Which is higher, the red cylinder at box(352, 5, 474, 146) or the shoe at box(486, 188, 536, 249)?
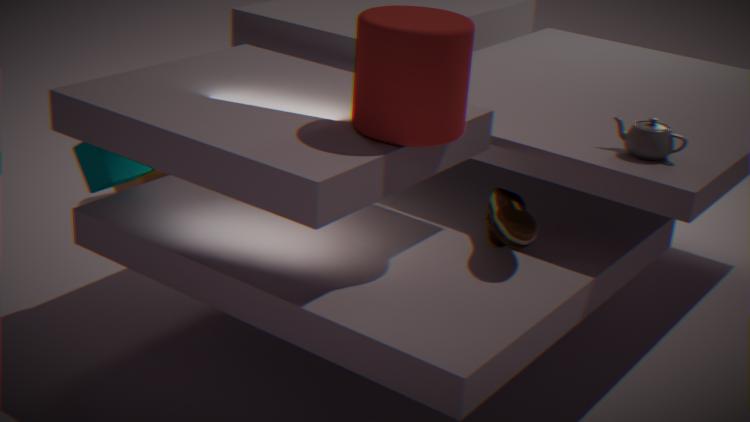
the red cylinder at box(352, 5, 474, 146)
